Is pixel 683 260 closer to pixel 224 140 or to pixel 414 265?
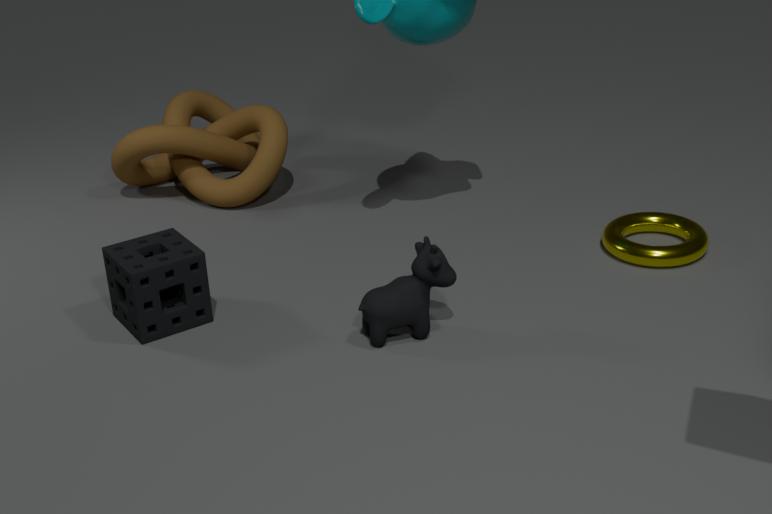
pixel 414 265
